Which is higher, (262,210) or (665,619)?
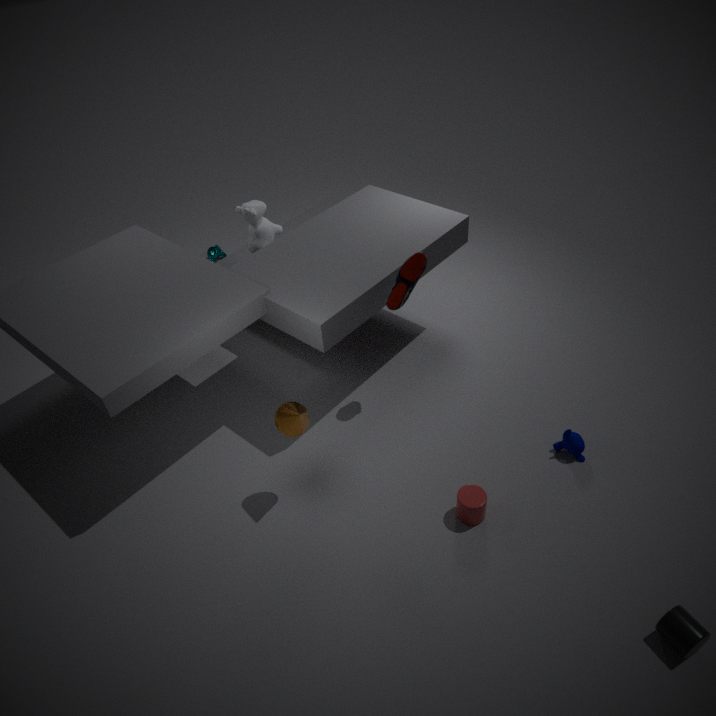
(262,210)
